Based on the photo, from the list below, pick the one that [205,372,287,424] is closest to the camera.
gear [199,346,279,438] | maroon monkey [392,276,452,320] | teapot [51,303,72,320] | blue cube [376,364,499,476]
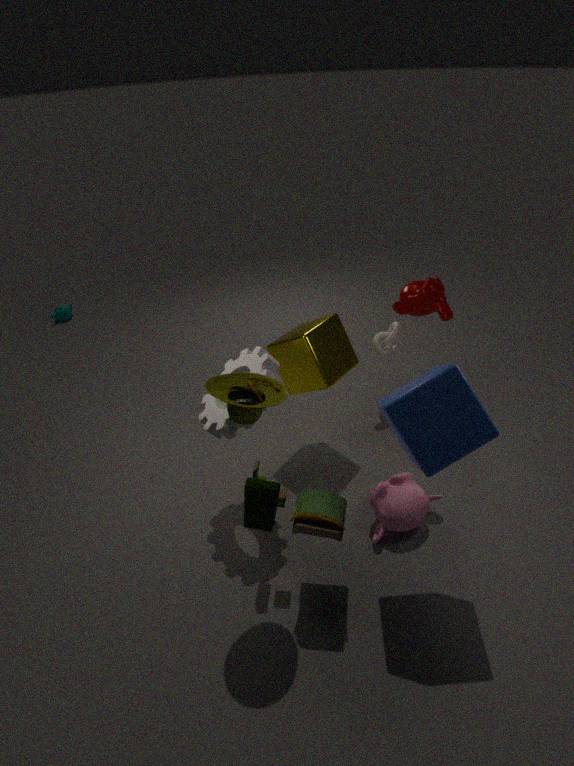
blue cube [376,364,499,476]
